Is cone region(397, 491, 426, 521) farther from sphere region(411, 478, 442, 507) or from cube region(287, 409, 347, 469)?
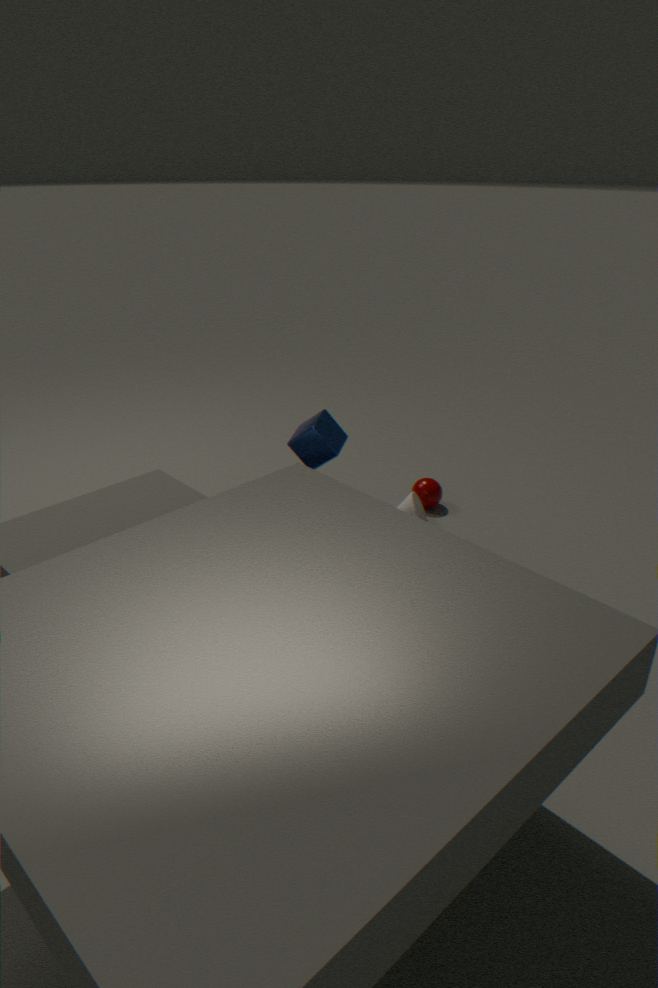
cube region(287, 409, 347, 469)
